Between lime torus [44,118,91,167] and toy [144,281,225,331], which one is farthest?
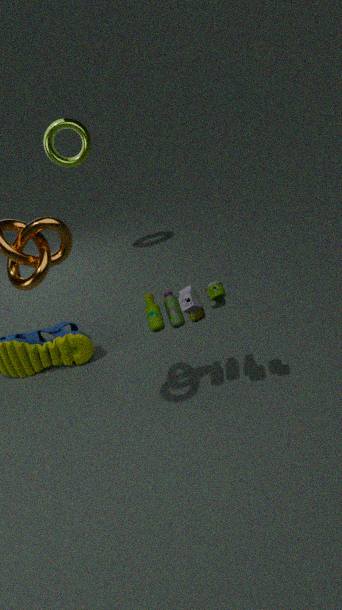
lime torus [44,118,91,167]
